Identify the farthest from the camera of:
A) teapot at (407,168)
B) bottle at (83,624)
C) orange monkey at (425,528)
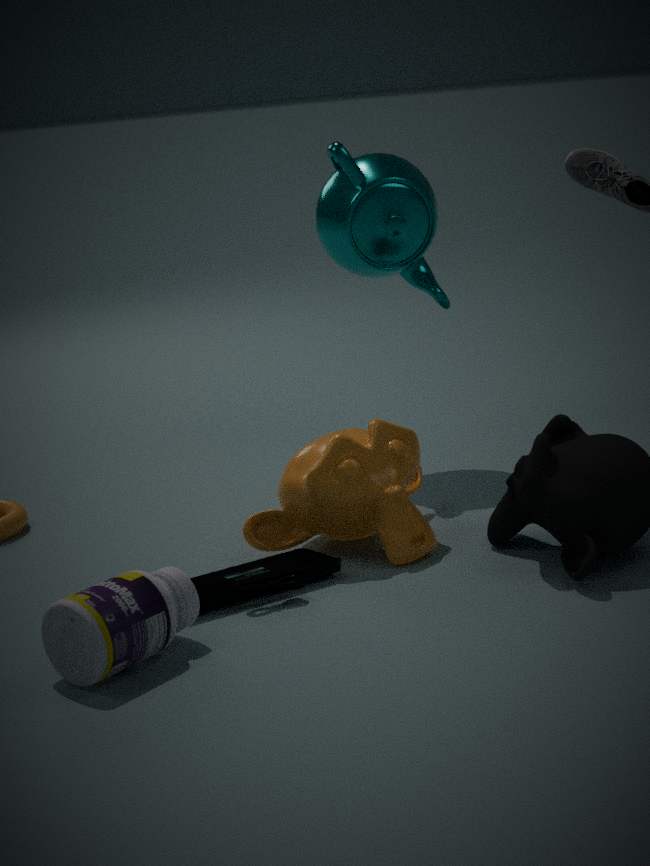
teapot at (407,168)
